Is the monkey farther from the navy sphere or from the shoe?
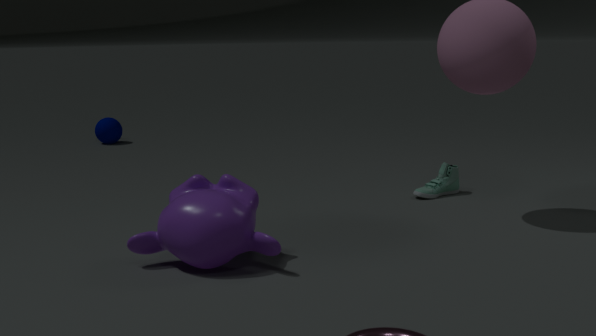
the navy sphere
